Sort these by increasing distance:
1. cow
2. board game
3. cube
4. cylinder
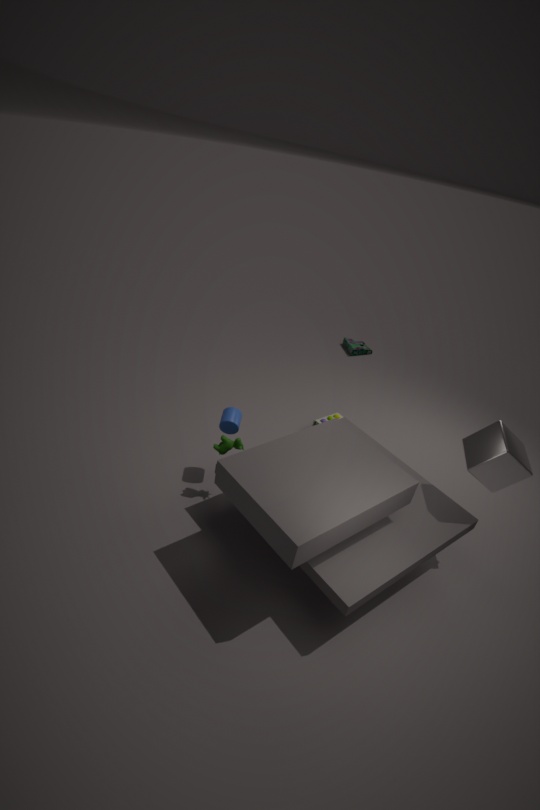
1. cube
2. cow
3. cylinder
4. board game
